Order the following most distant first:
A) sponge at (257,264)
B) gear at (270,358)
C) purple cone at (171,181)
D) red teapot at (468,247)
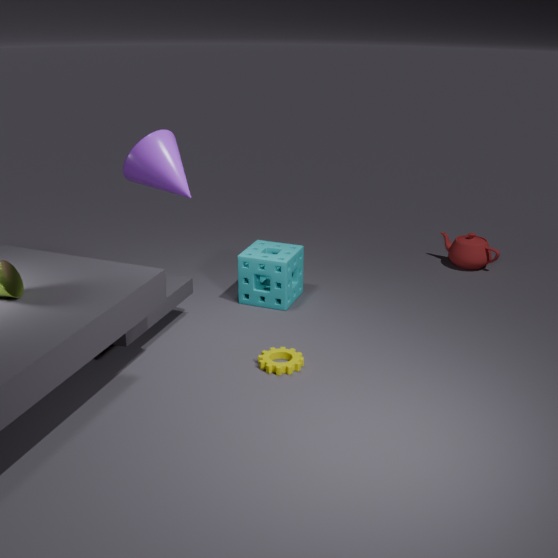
1. red teapot at (468,247)
2. sponge at (257,264)
3. purple cone at (171,181)
4. gear at (270,358)
